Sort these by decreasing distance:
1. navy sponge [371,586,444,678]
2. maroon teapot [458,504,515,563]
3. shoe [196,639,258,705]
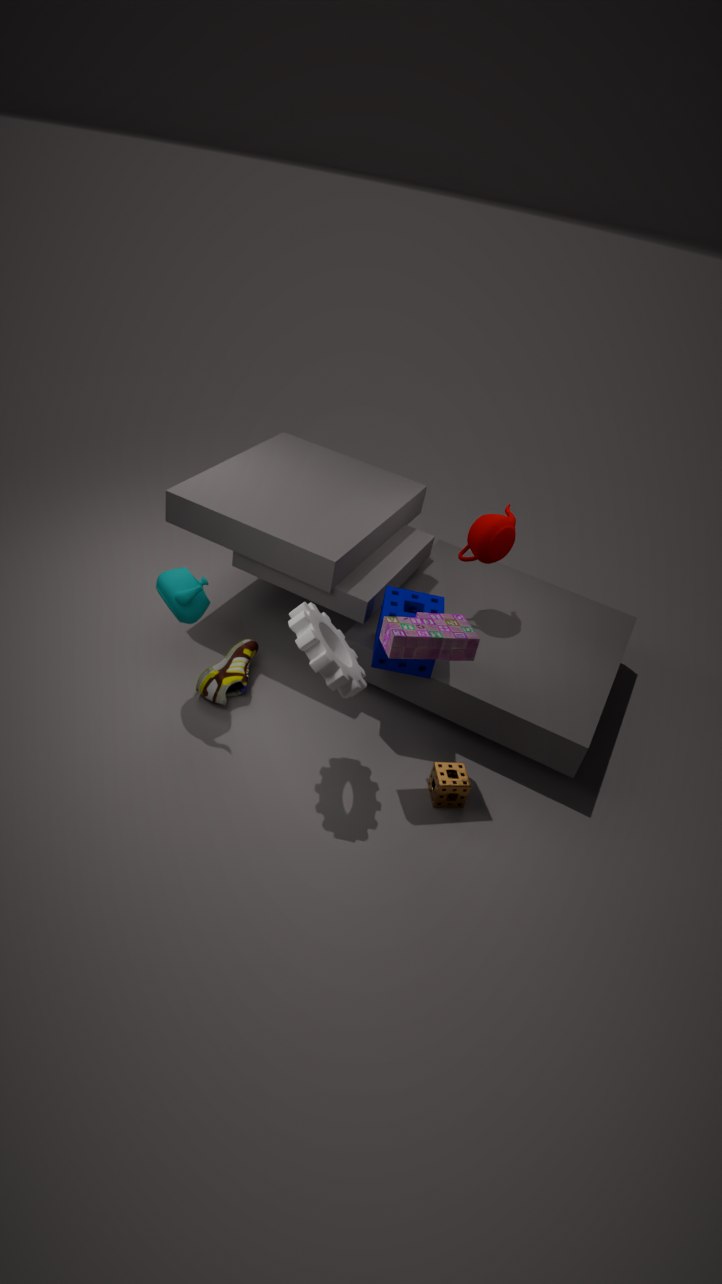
maroon teapot [458,504,515,563], shoe [196,639,258,705], navy sponge [371,586,444,678]
